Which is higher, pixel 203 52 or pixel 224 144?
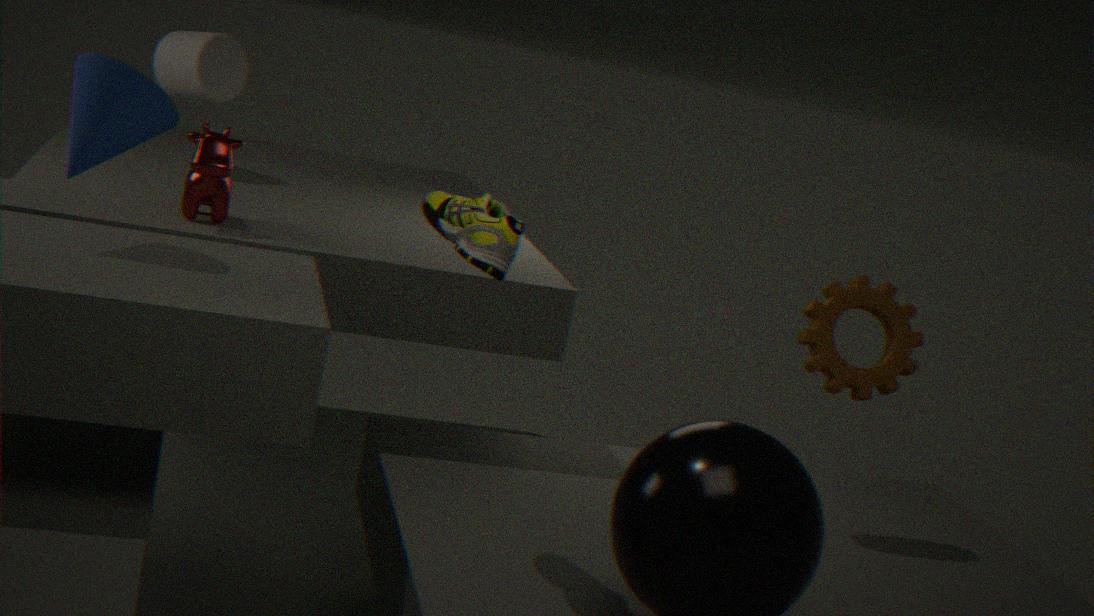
pixel 203 52
